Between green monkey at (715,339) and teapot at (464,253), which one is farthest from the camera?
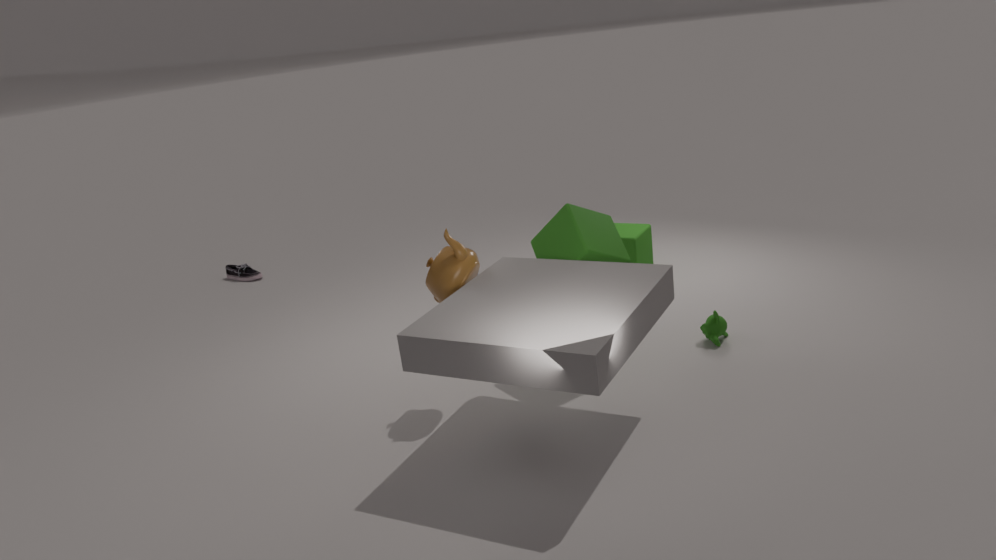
green monkey at (715,339)
